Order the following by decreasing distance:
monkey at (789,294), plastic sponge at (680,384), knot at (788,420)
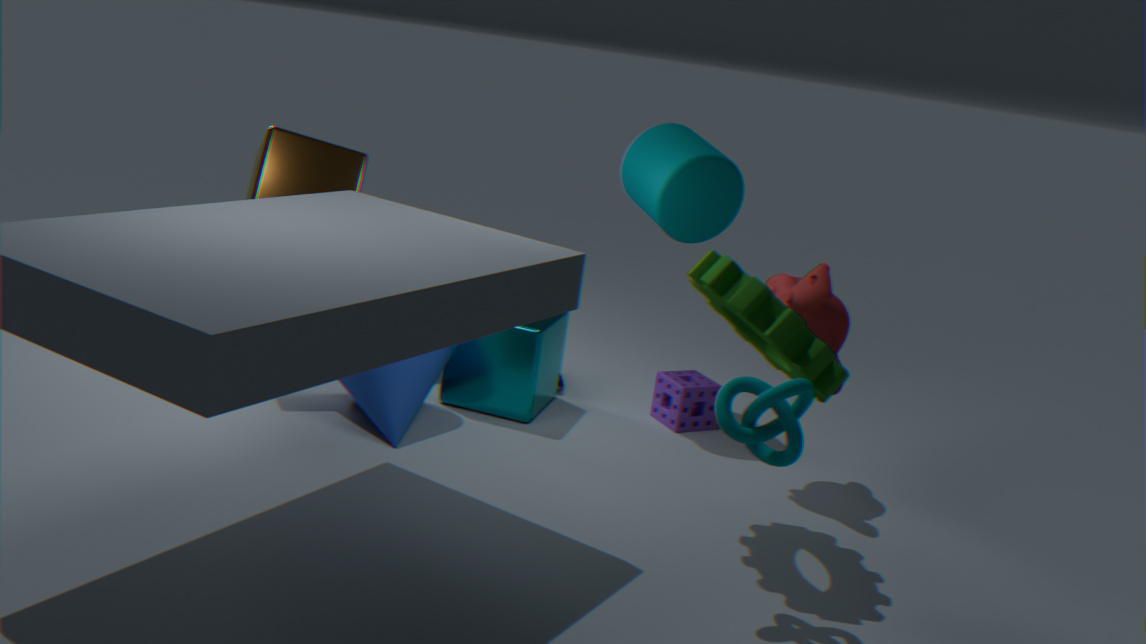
plastic sponge at (680,384)
monkey at (789,294)
knot at (788,420)
